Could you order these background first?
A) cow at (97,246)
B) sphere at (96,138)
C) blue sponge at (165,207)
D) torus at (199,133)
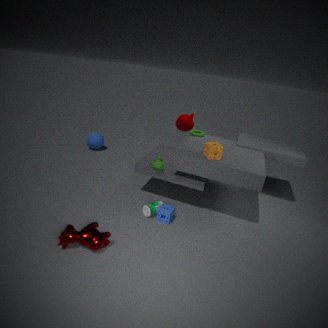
sphere at (96,138)
torus at (199,133)
blue sponge at (165,207)
cow at (97,246)
